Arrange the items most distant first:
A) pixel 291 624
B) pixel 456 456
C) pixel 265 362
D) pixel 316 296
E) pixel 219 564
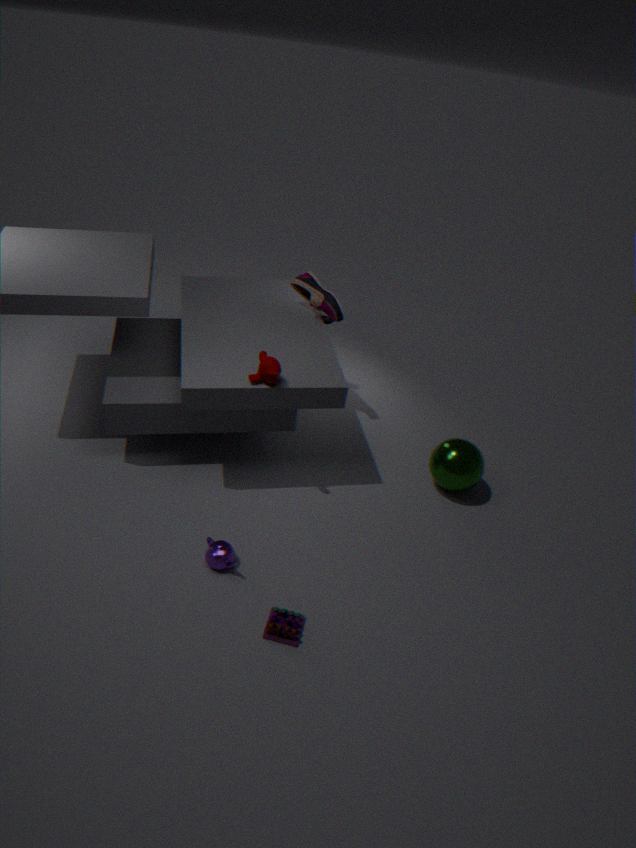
1. pixel 316 296
2. pixel 456 456
3. pixel 265 362
4. pixel 219 564
5. pixel 291 624
